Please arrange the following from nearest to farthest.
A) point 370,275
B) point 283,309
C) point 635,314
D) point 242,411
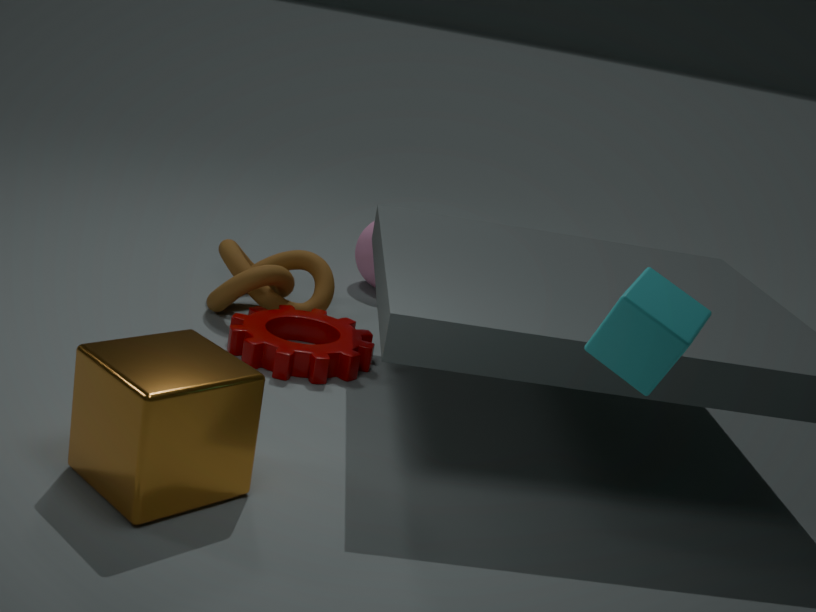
point 635,314 → point 242,411 → point 283,309 → point 370,275
